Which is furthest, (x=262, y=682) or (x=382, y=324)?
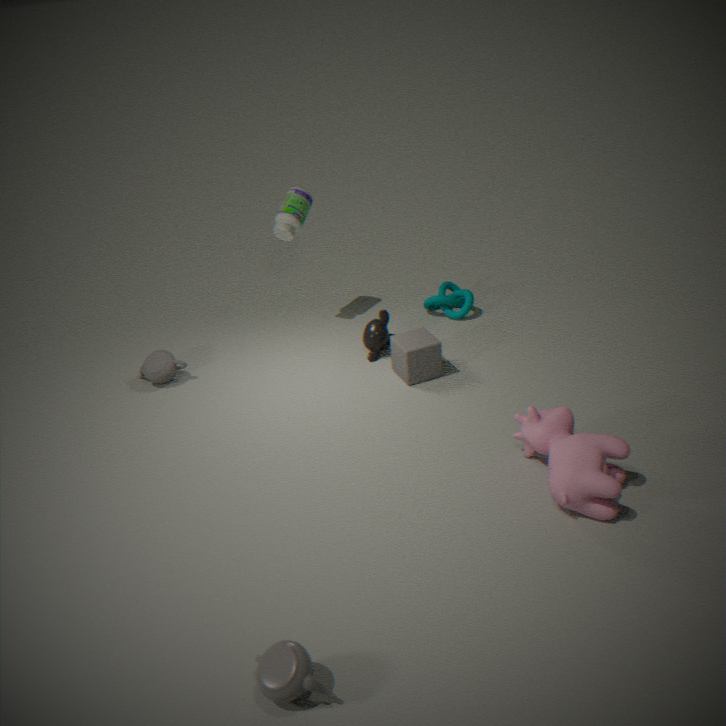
(x=382, y=324)
